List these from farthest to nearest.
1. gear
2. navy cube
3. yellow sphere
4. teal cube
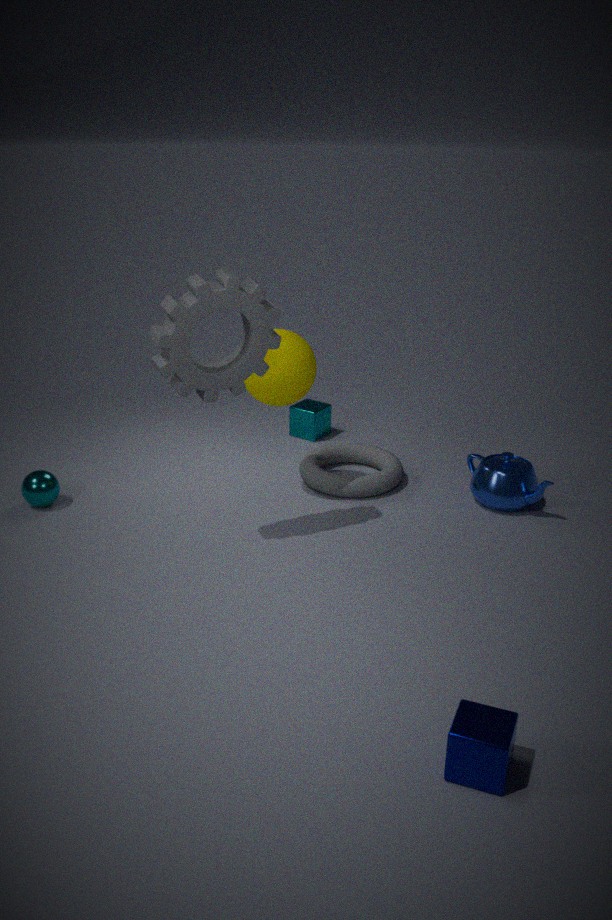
1. teal cube
2. yellow sphere
3. gear
4. navy cube
